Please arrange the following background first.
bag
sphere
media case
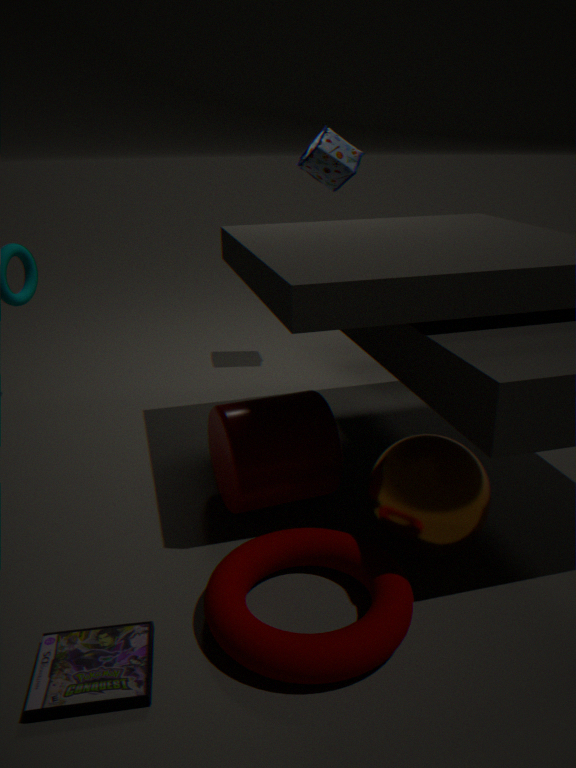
1. bag
2. sphere
3. media case
